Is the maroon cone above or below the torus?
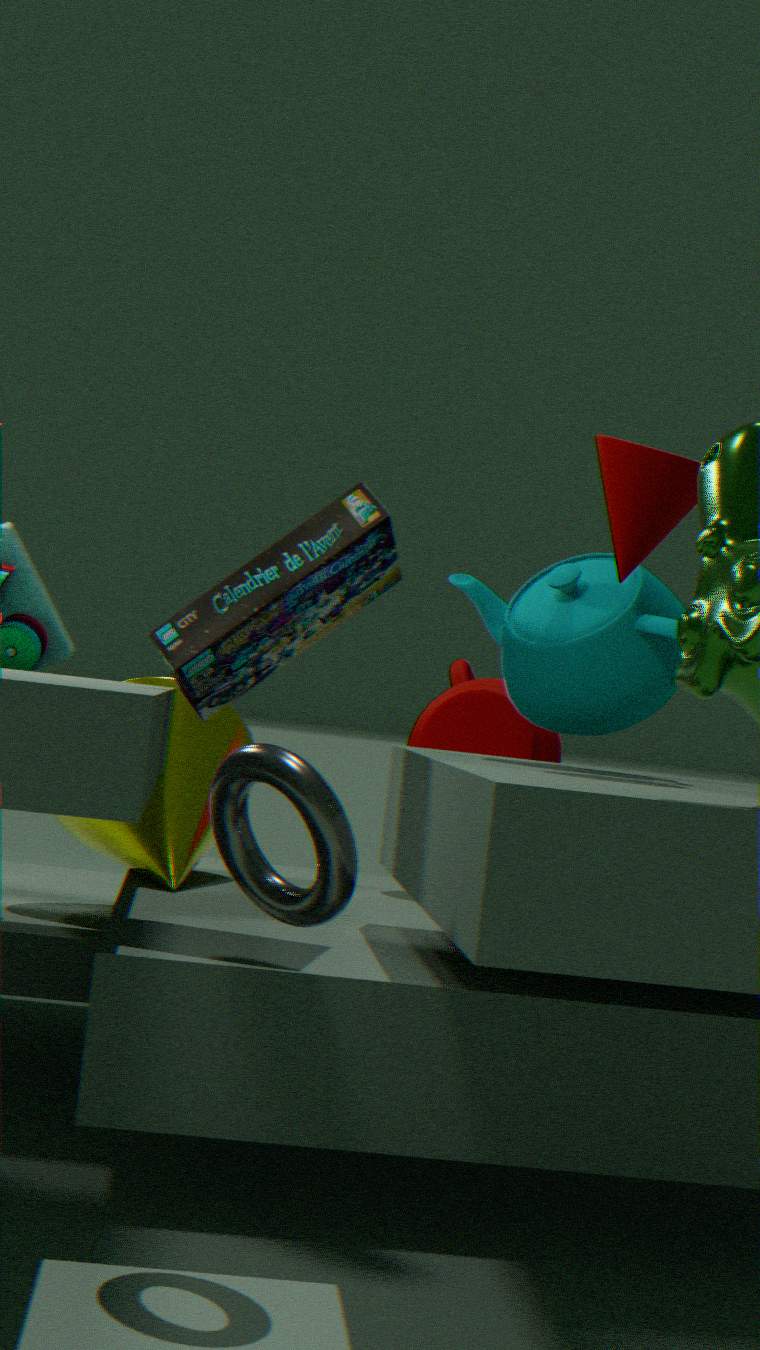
above
